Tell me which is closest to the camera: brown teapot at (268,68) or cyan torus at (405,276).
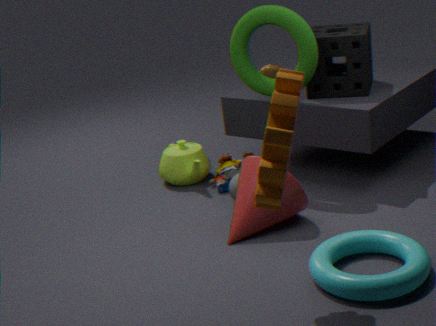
cyan torus at (405,276)
